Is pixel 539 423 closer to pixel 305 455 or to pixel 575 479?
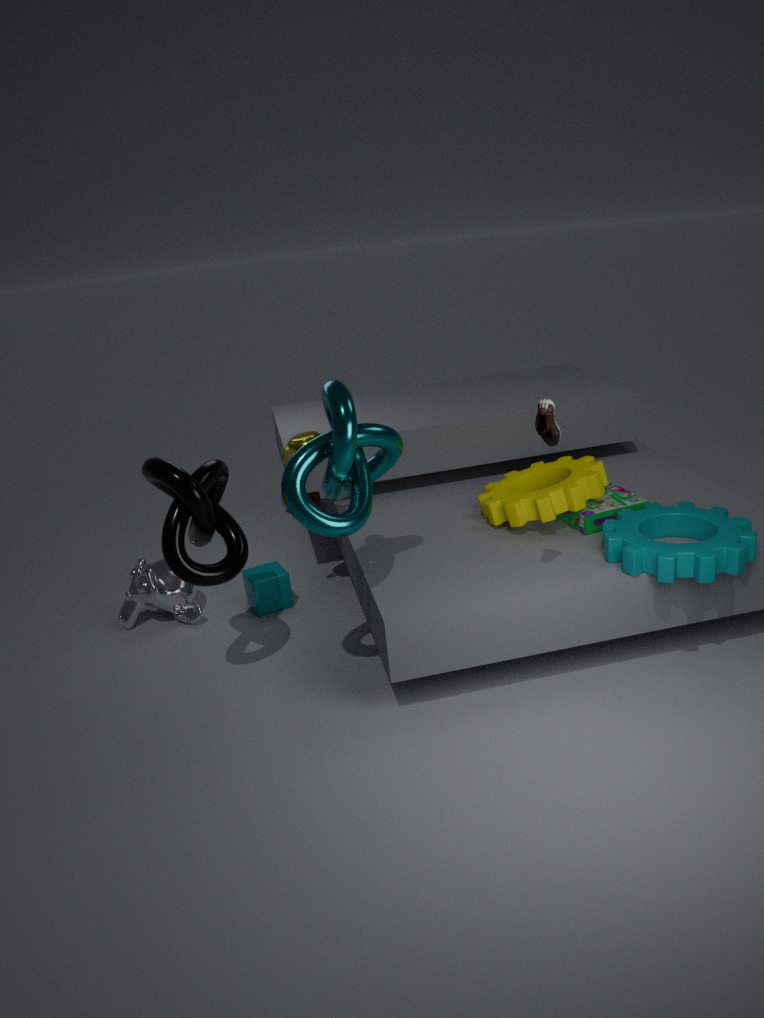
pixel 305 455
